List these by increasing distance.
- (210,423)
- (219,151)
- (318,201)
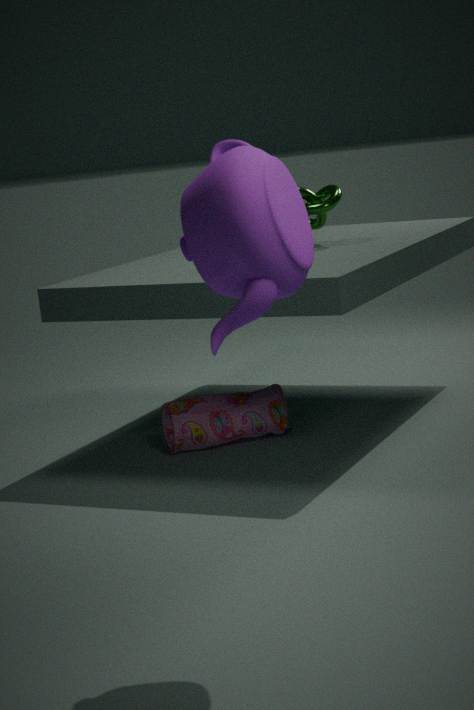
(219,151) < (210,423) < (318,201)
